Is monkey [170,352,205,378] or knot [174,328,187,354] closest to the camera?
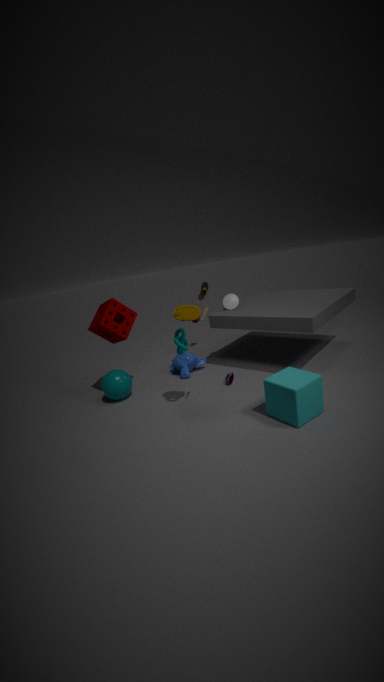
knot [174,328,187,354]
